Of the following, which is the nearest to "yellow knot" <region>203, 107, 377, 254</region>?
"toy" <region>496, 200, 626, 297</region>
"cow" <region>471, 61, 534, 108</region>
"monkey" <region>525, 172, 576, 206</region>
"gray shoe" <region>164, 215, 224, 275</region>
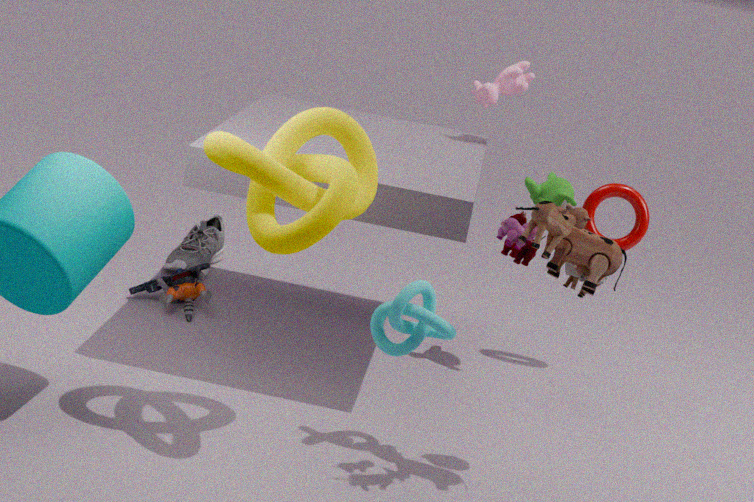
"toy" <region>496, 200, 626, 297</region>
